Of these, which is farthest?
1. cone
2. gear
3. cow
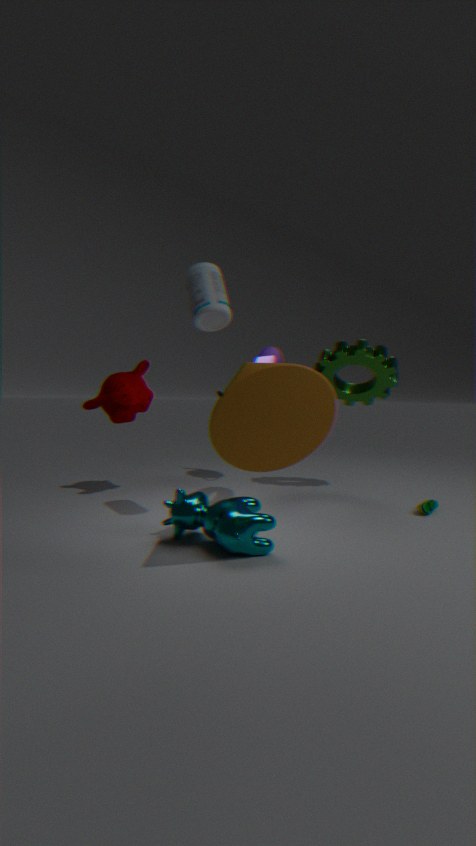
gear
